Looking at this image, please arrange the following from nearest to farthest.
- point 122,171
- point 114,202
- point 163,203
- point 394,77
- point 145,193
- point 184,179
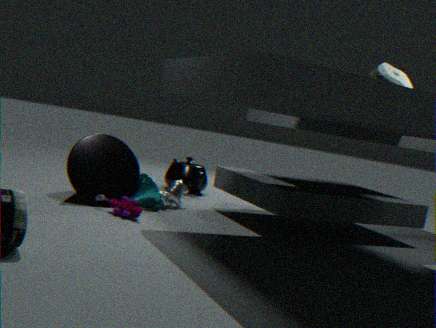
1. point 114,202
2. point 394,77
3. point 122,171
4. point 145,193
5. point 163,203
6. point 184,179
